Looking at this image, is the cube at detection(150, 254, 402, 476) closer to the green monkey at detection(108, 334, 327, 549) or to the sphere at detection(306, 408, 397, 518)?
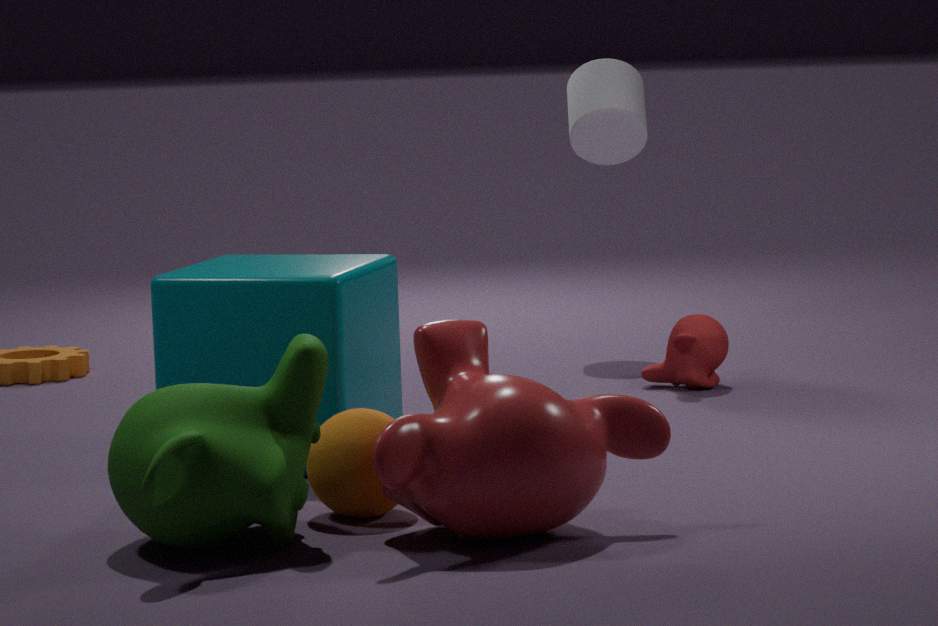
the sphere at detection(306, 408, 397, 518)
